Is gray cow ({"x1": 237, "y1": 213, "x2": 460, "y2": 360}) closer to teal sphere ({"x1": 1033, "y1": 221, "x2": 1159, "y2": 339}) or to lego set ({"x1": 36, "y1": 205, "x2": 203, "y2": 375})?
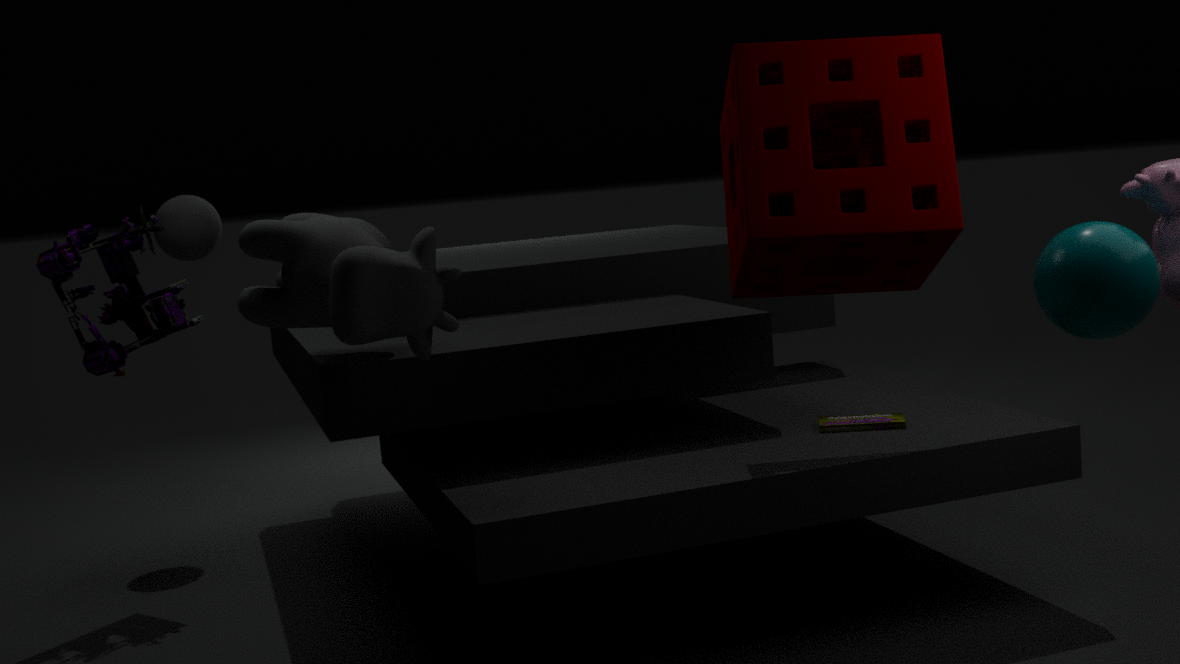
lego set ({"x1": 36, "y1": 205, "x2": 203, "y2": 375})
